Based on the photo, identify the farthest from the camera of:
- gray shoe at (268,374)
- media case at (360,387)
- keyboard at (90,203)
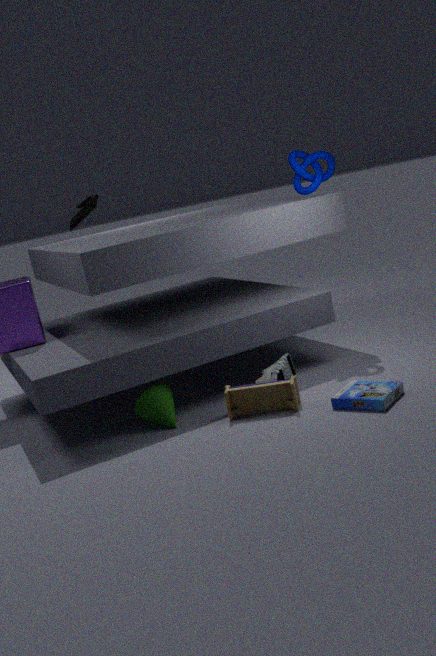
keyboard at (90,203)
